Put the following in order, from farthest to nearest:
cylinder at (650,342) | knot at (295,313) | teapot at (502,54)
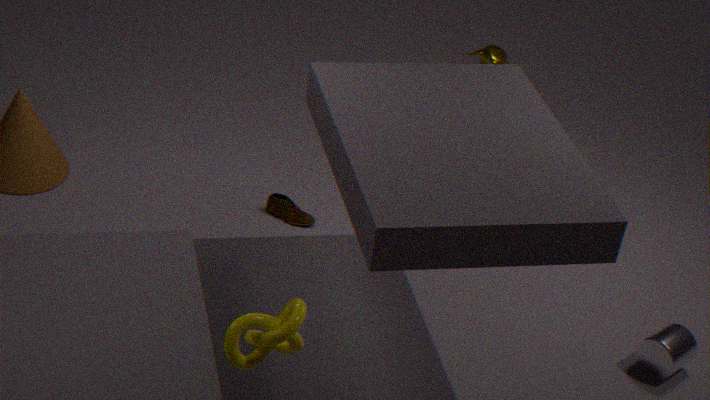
teapot at (502,54)
cylinder at (650,342)
knot at (295,313)
